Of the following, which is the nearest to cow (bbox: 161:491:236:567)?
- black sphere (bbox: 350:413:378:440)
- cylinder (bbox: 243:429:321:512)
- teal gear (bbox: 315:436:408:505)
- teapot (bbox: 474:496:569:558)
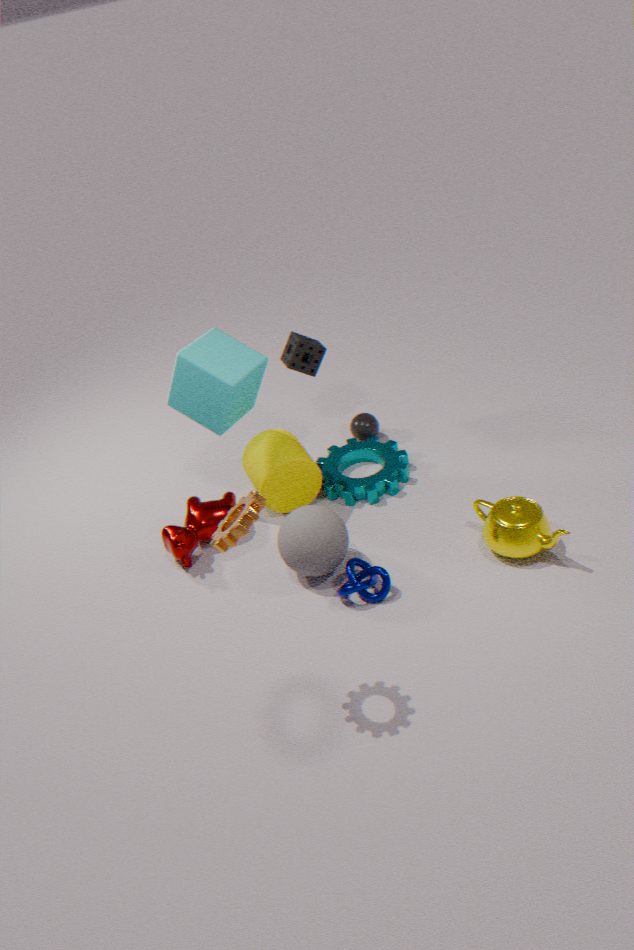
cylinder (bbox: 243:429:321:512)
